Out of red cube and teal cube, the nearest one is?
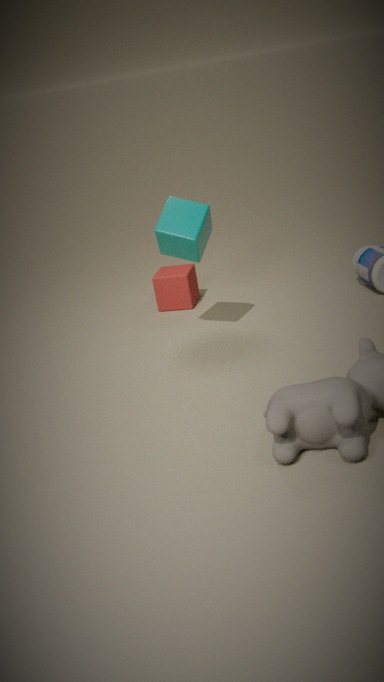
teal cube
